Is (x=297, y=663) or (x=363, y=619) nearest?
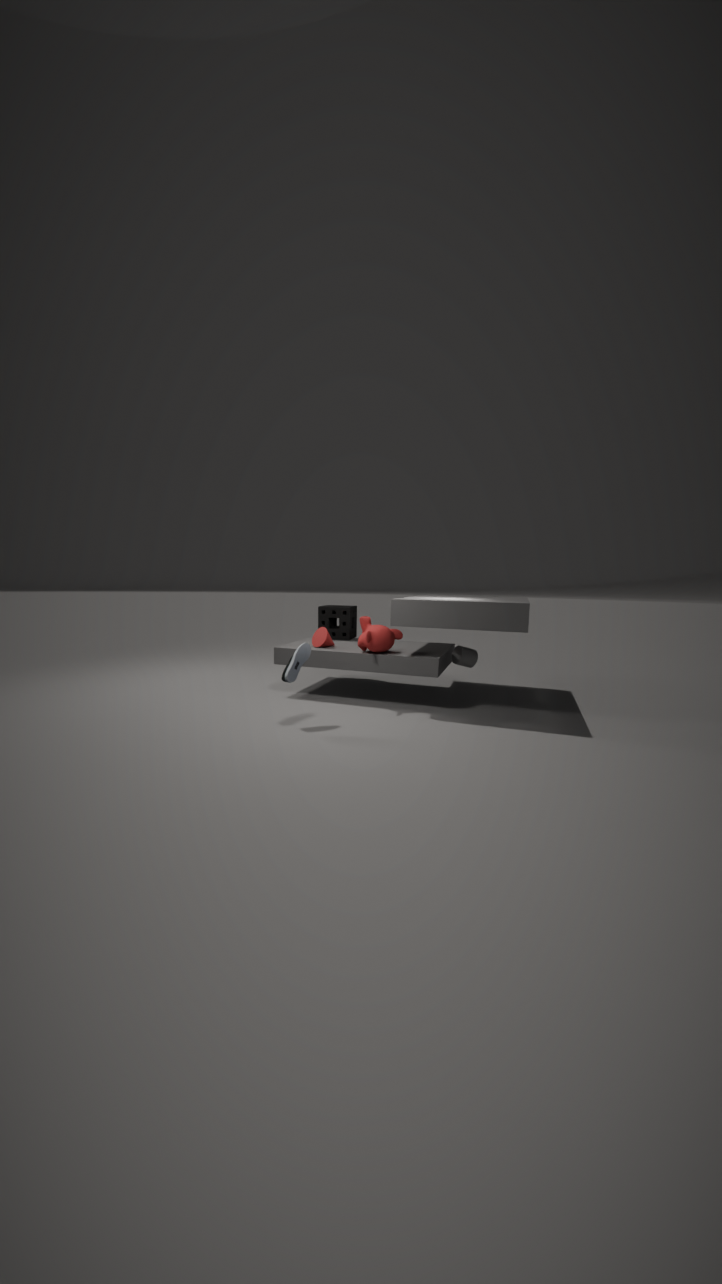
(x=297, y=663)
